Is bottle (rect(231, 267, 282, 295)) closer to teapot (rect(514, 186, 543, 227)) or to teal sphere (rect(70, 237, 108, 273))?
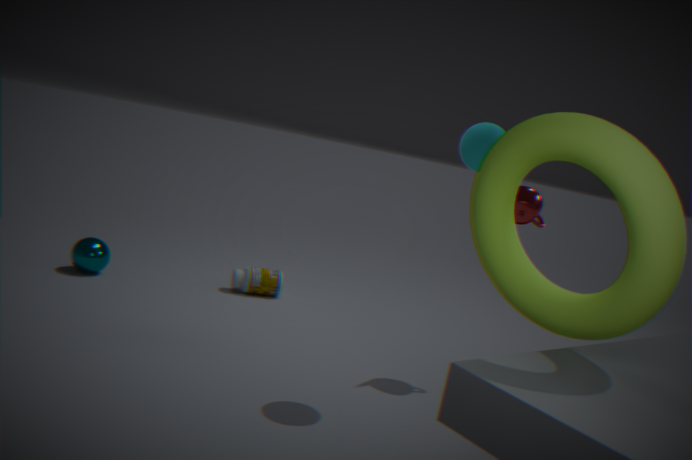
teal sphere (rect(70, 237, 108, 273))
